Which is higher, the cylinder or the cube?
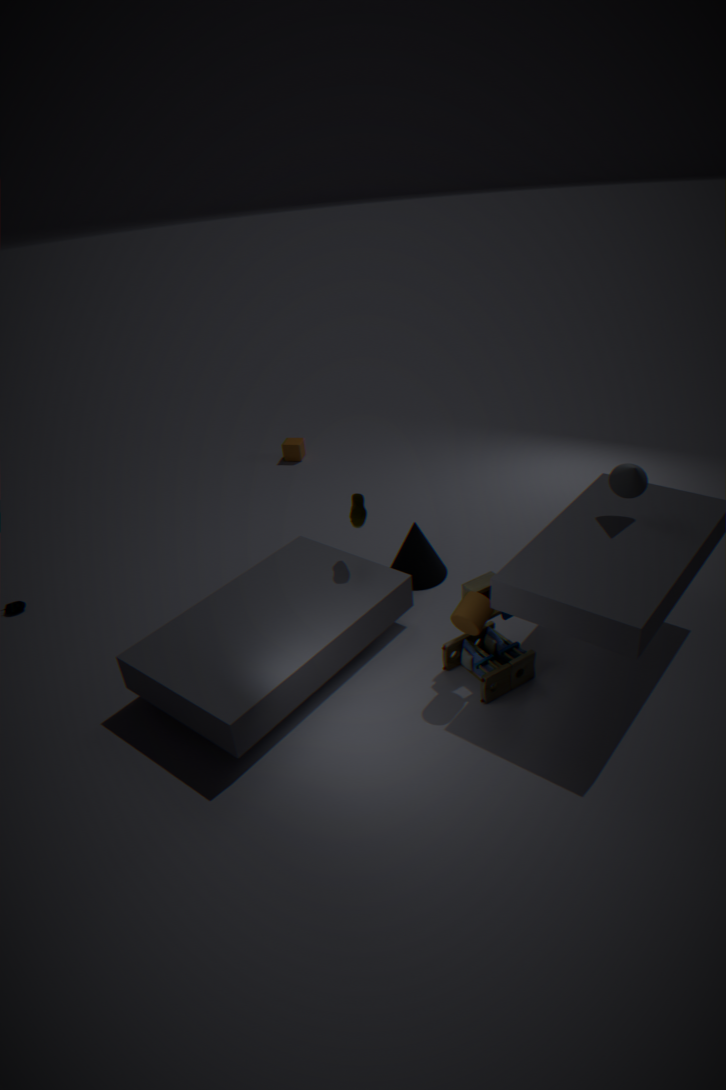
the cylinder
